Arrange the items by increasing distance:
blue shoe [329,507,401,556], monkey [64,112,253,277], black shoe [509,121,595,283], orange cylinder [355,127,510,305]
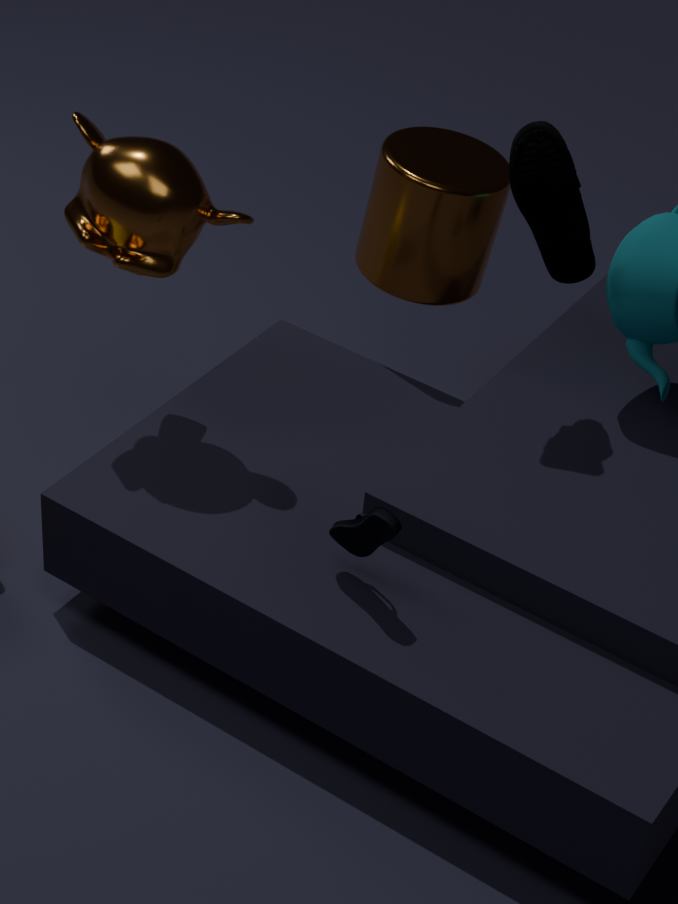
1. blue shoe [329,507,401,556]
2. monkey [64,112,253,277]
3. black shoe [509,121,595,283]
4. orange cylinder [355,127,510,305]
